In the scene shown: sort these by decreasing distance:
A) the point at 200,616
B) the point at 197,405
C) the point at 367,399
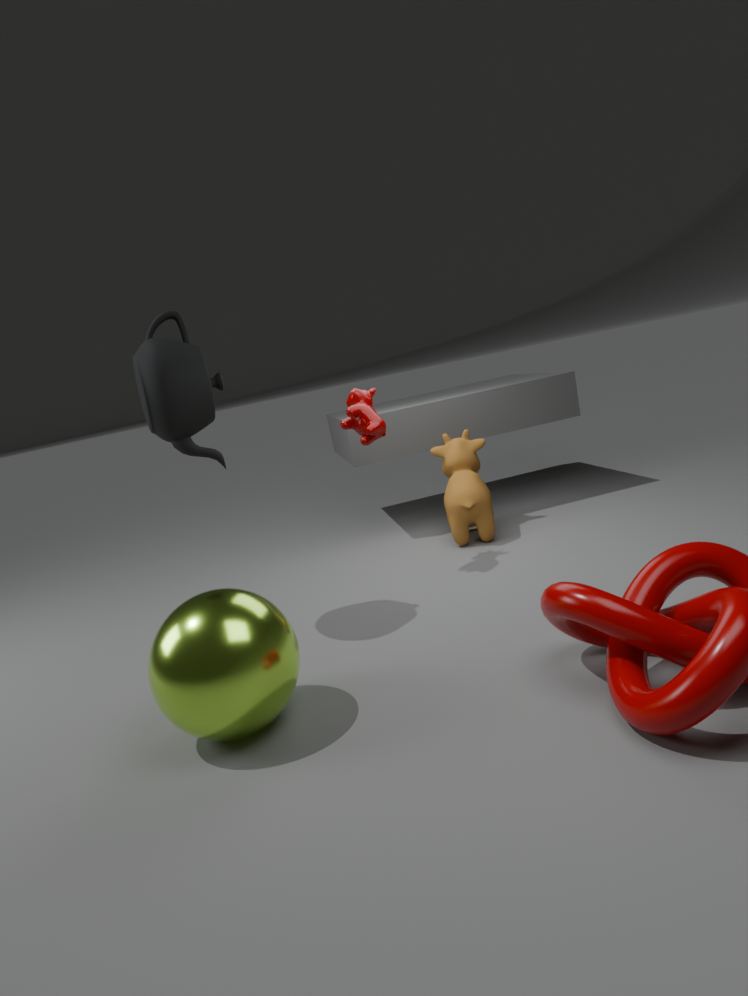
the point at 367,399, the point at 197,405, the point at 200,616
